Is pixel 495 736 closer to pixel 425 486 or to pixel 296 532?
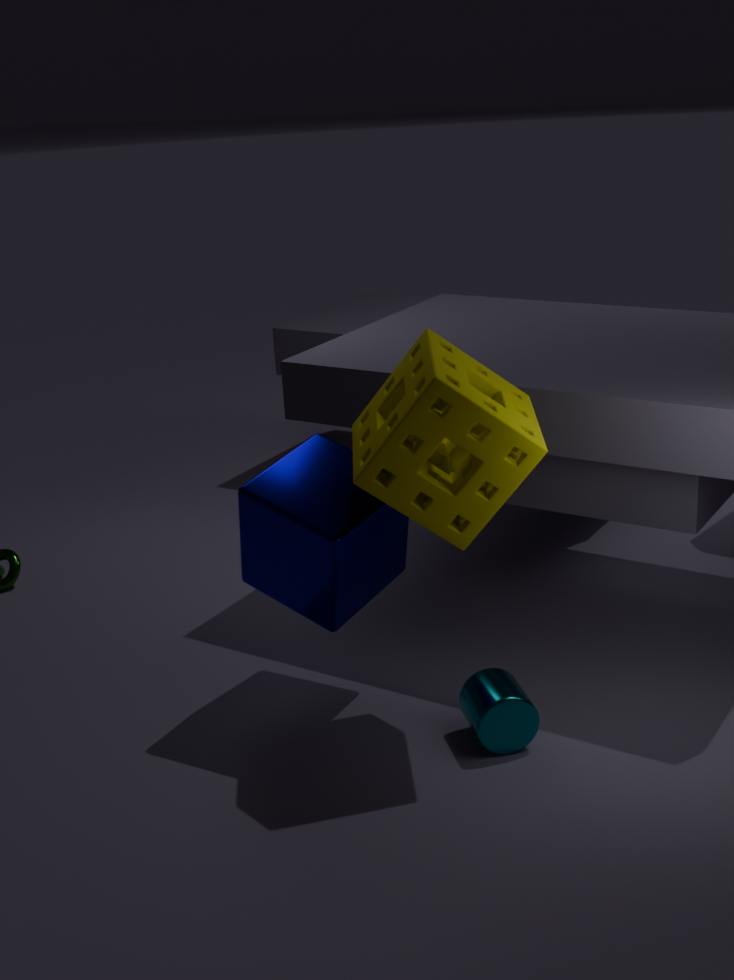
pixel 296 532
